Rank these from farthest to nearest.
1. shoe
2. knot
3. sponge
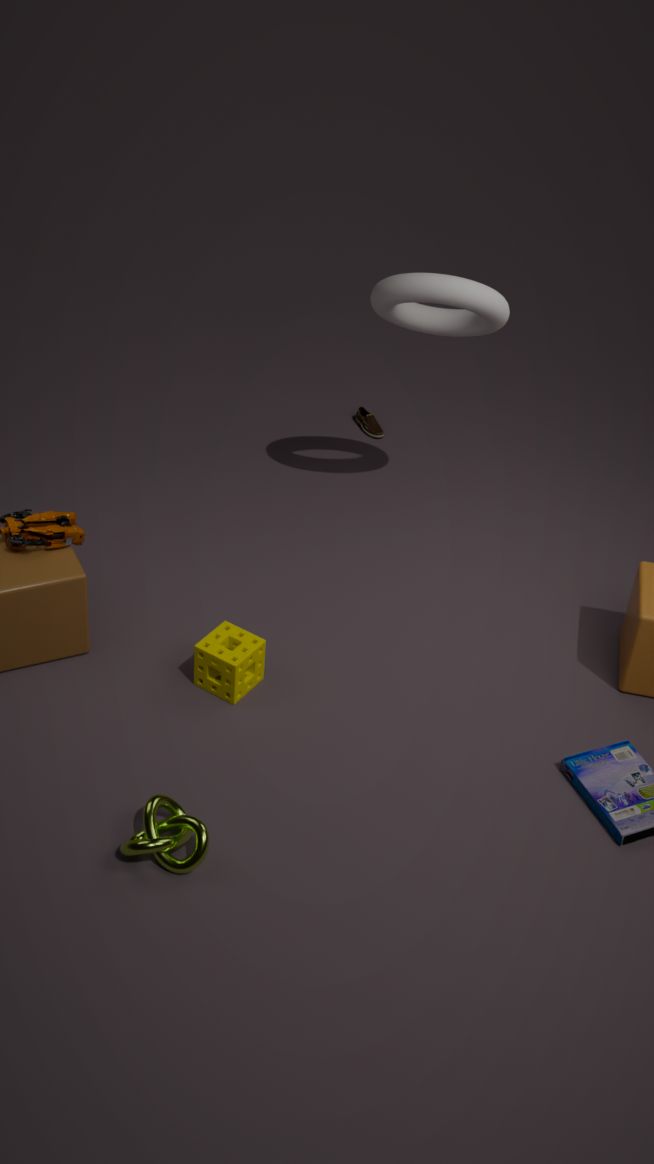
shoe
sponge
knot
